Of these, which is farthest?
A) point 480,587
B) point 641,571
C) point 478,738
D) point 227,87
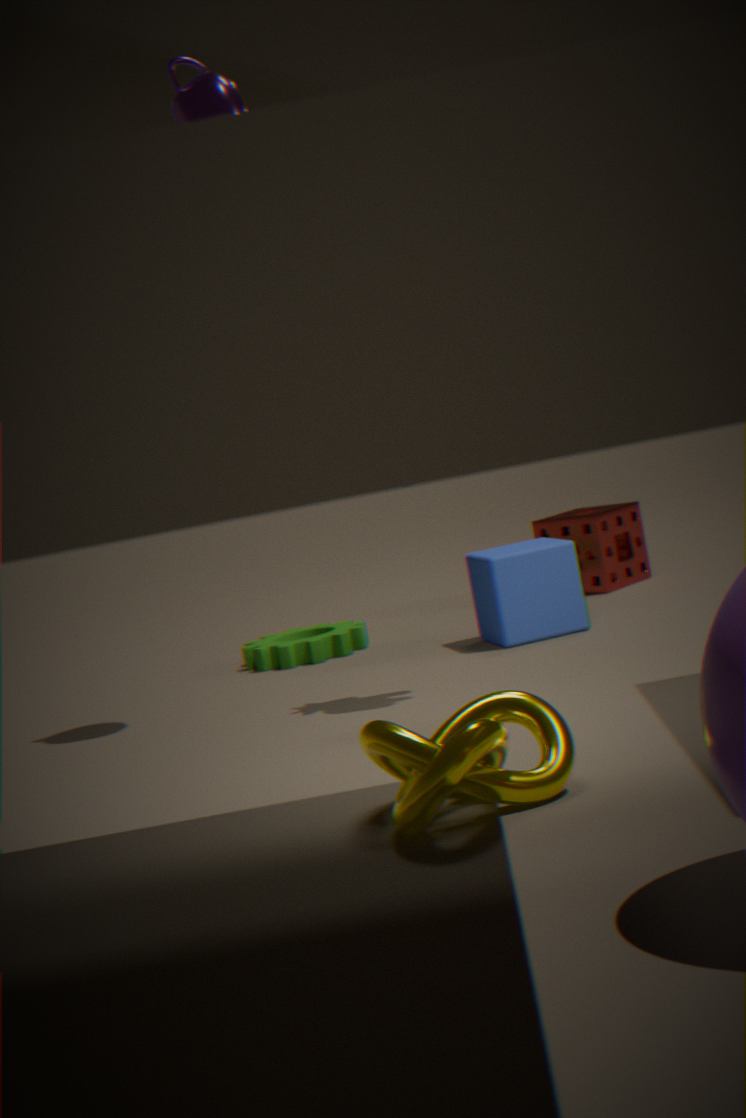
point 641,571
